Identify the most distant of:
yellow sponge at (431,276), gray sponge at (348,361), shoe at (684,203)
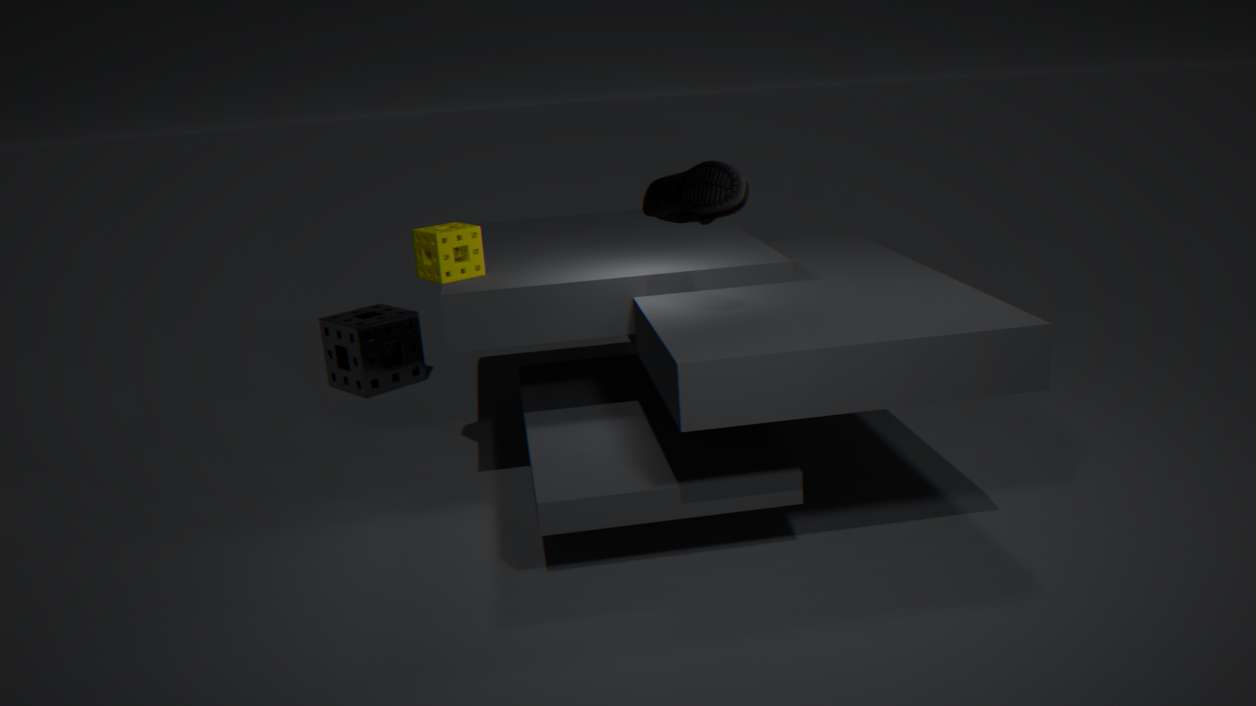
gray sponge at (348,361)
